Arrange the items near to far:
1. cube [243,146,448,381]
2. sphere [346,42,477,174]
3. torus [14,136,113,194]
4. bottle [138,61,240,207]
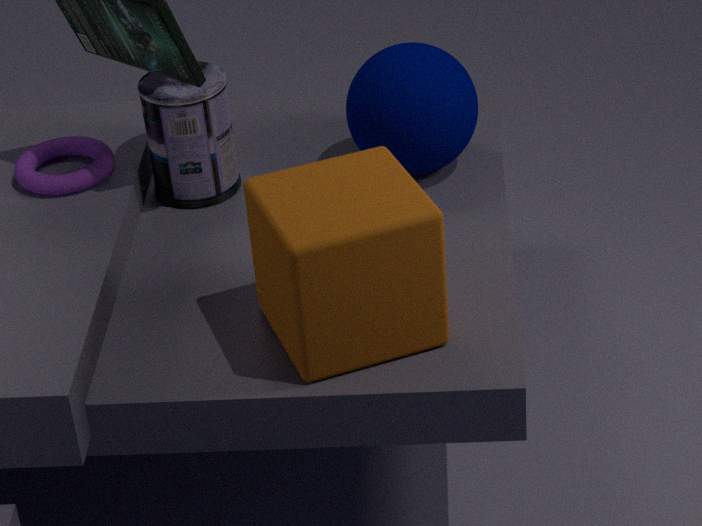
cube [243,146,448,381] → sphere [346,42,477,174] → bottle [138,61,240,207] → torus [14,136,113,194]
